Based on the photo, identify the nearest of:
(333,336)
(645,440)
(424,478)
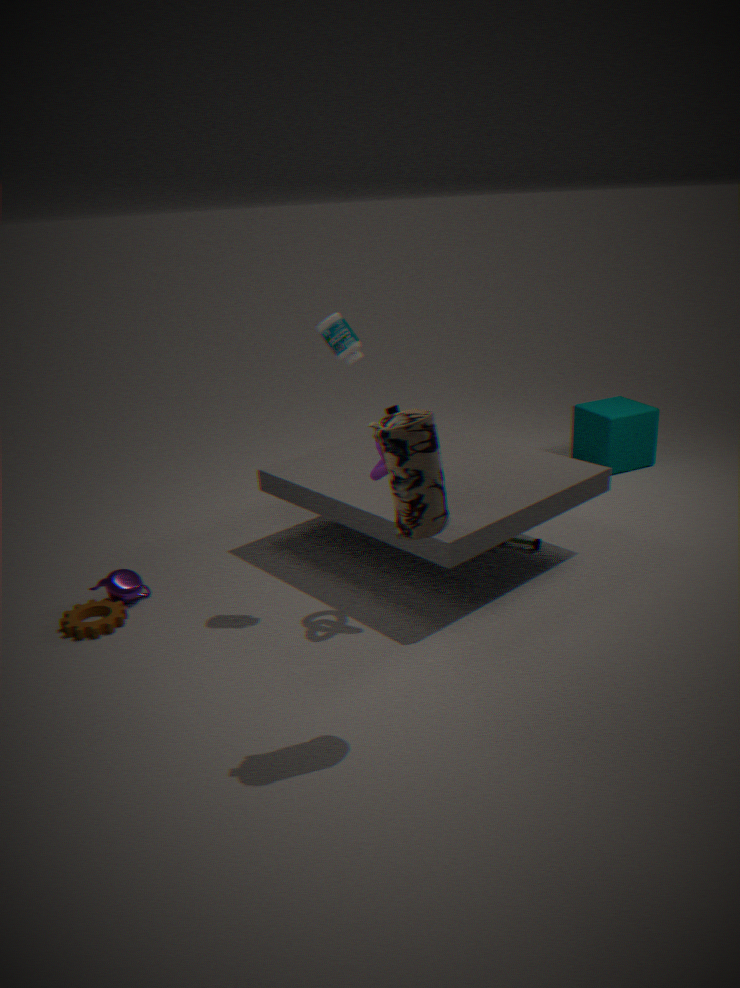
(424,478)
